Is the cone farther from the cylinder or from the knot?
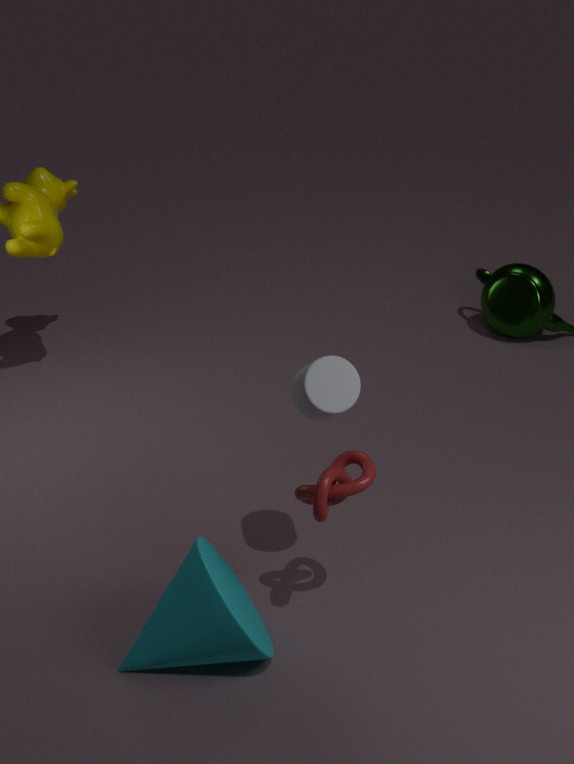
the cylinder
